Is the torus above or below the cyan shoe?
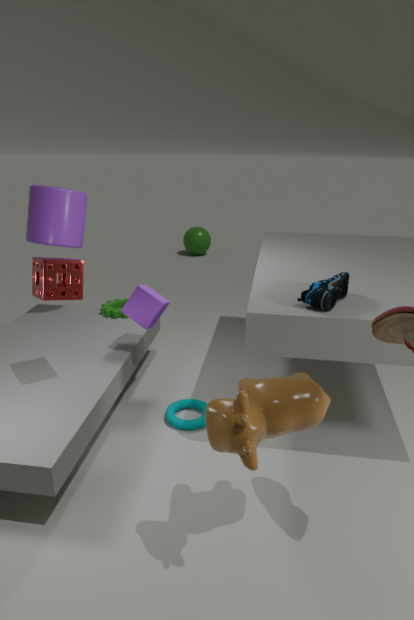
below
